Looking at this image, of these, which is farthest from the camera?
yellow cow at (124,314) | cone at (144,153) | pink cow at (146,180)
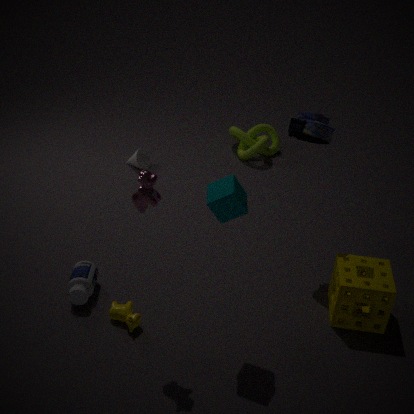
cone at (144,153)
